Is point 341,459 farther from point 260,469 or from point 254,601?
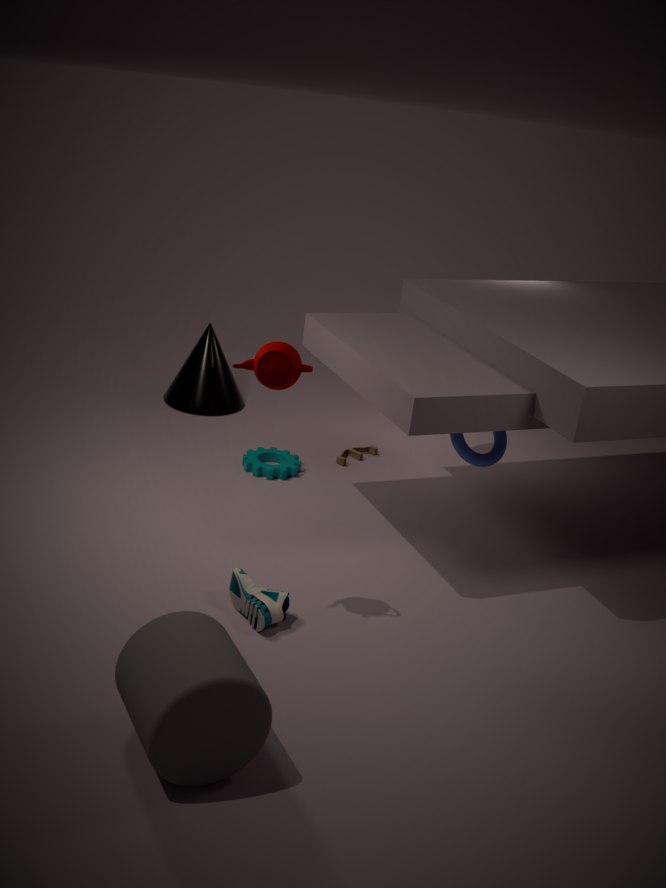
point 254,601
